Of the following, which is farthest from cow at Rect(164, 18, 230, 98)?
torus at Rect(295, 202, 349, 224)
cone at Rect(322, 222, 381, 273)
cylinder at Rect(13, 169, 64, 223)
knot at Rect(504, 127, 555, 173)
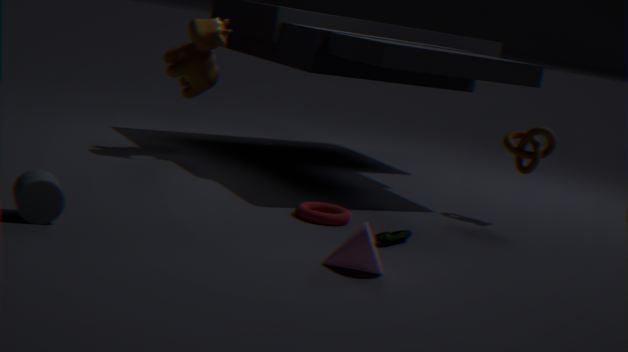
cone at Rect(322, 222, 381, 273)
